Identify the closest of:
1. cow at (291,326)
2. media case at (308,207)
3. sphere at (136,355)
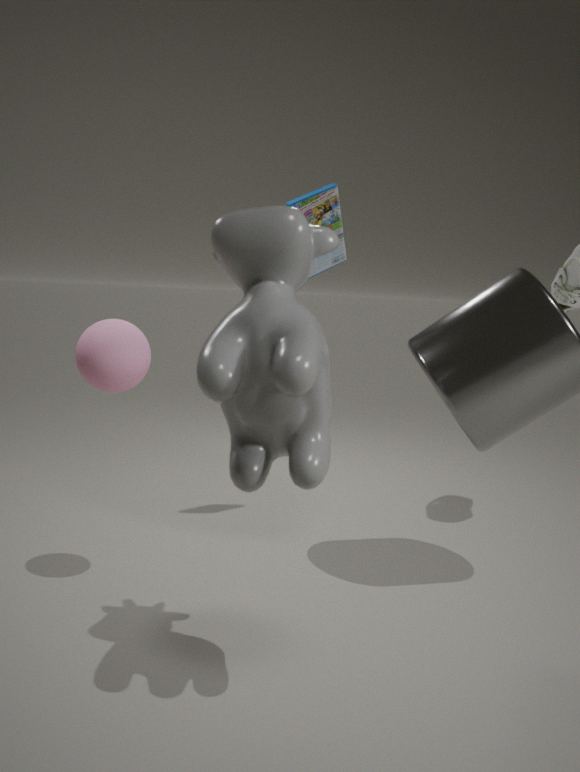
cow at (291,326)
